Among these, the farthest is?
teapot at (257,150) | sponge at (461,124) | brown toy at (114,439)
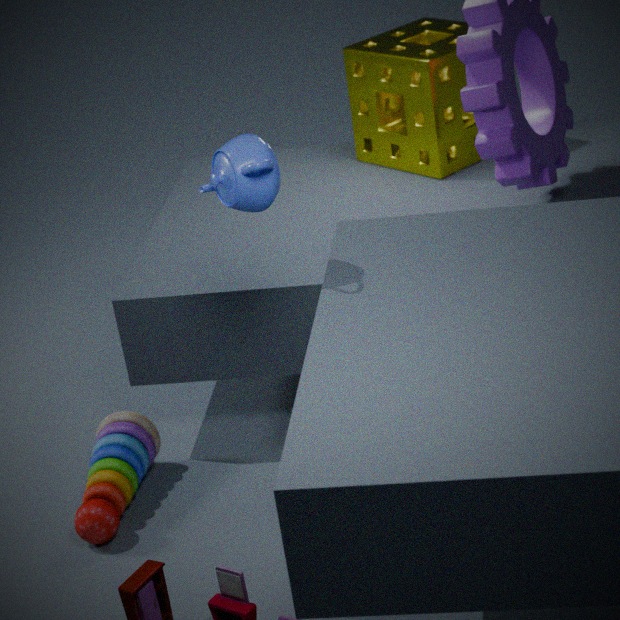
sponge at (461,124)
